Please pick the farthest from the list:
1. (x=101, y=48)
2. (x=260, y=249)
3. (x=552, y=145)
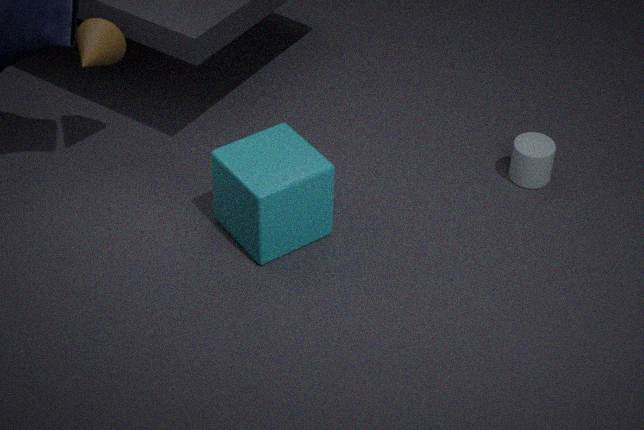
(x=552, y=145)
